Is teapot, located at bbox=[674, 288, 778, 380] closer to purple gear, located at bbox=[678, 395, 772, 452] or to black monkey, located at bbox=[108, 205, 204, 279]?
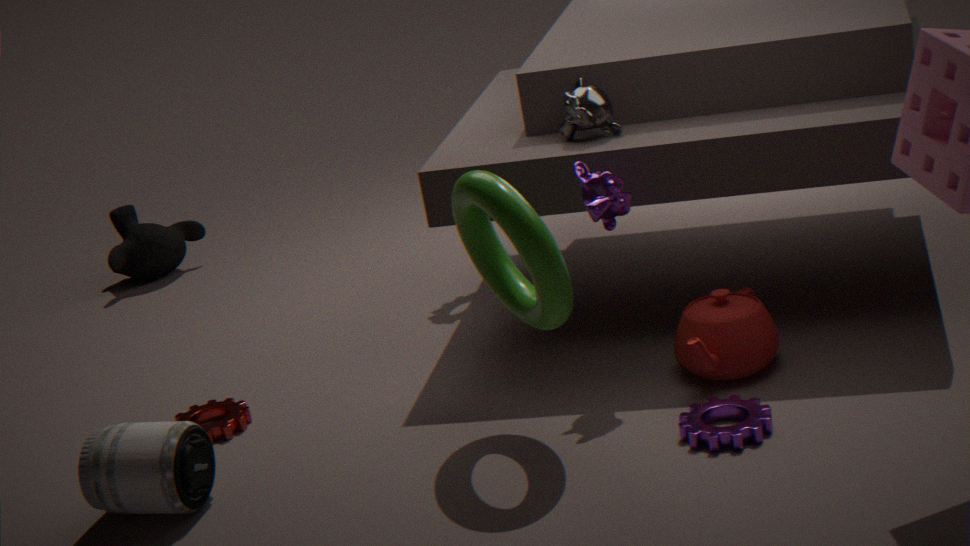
purple gear, located at bbox=[678, 395, 772, 452]
